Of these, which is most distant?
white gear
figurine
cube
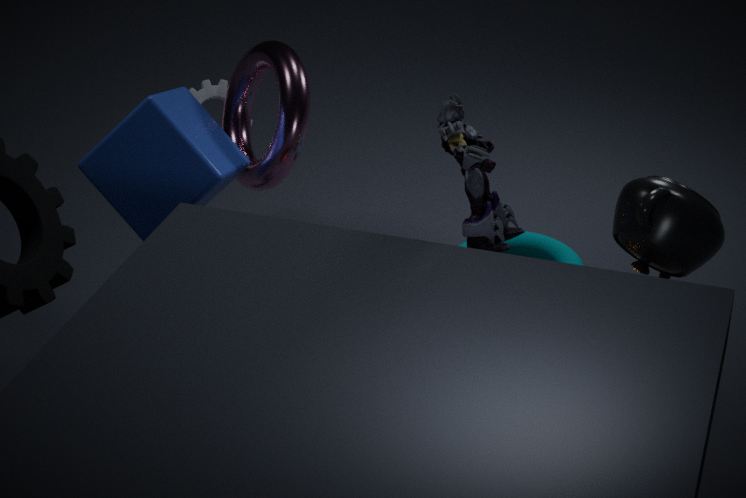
white gear
